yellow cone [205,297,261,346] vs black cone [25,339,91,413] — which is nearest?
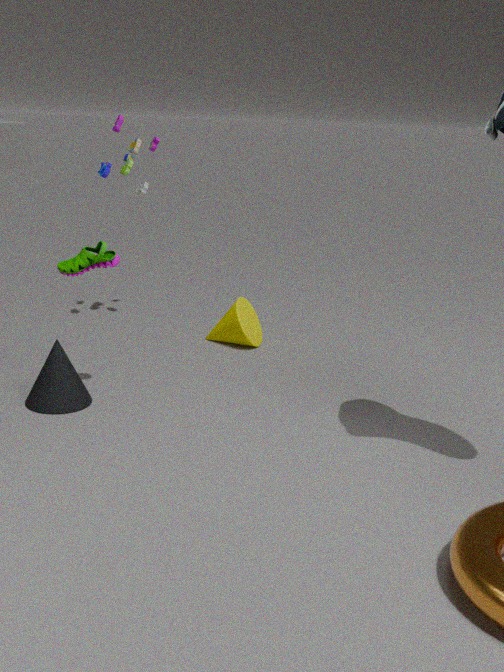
black cone [25,339,91,413]
